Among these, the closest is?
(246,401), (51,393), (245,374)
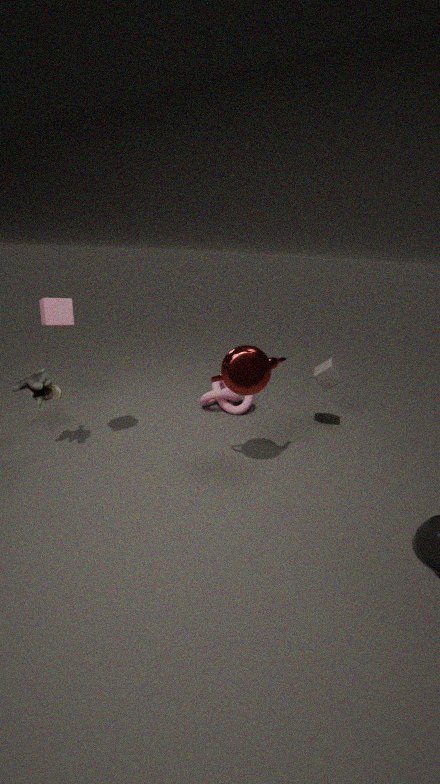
(245,374)
